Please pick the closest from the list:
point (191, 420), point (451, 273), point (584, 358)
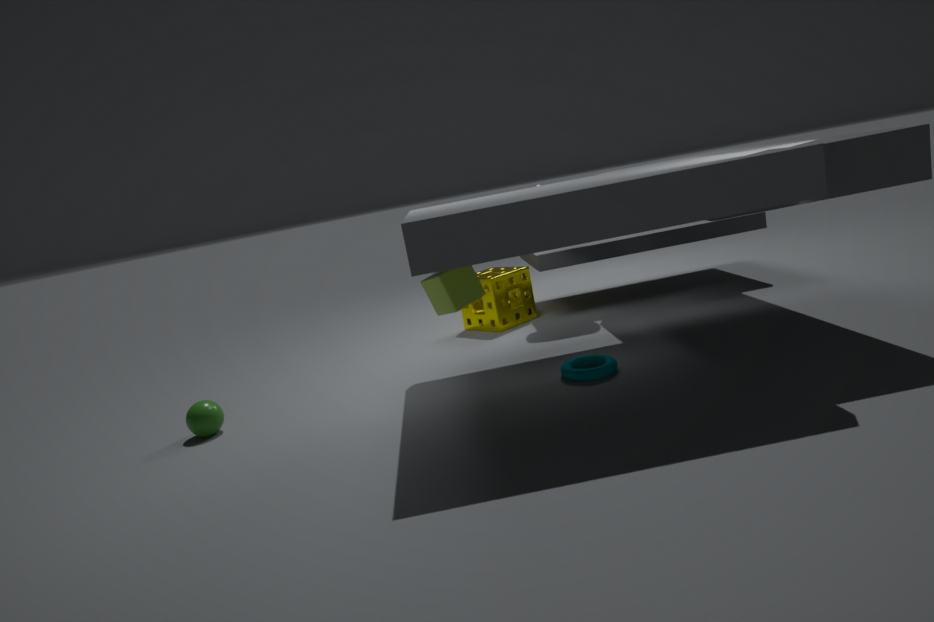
point (451, 273)
